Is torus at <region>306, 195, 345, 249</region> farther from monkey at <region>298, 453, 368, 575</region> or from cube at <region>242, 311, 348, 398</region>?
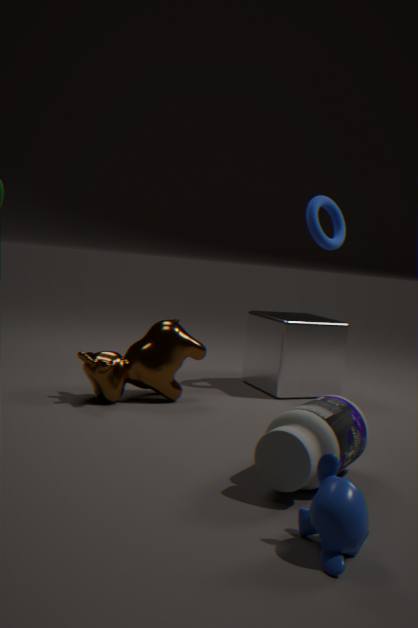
monkey at <region>298, 453, 368, 575</region>
